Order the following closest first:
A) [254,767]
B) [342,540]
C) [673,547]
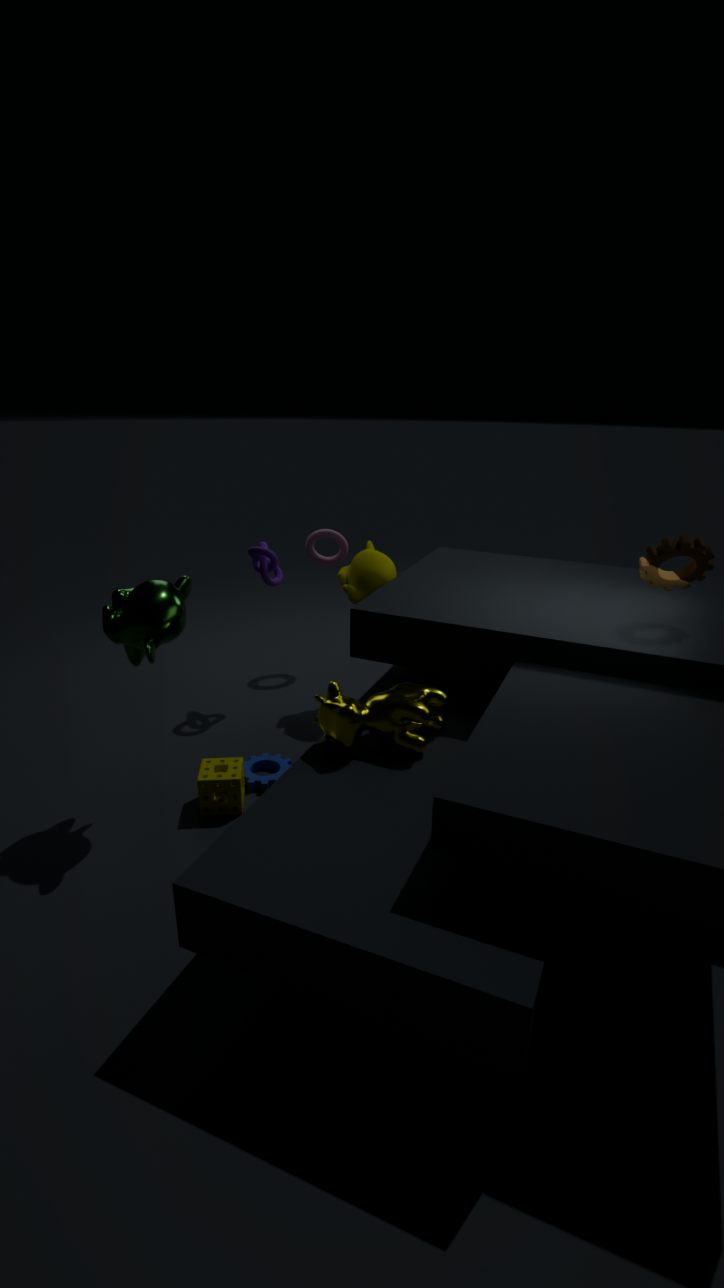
[673,547] → [254,767] → [342,540]
